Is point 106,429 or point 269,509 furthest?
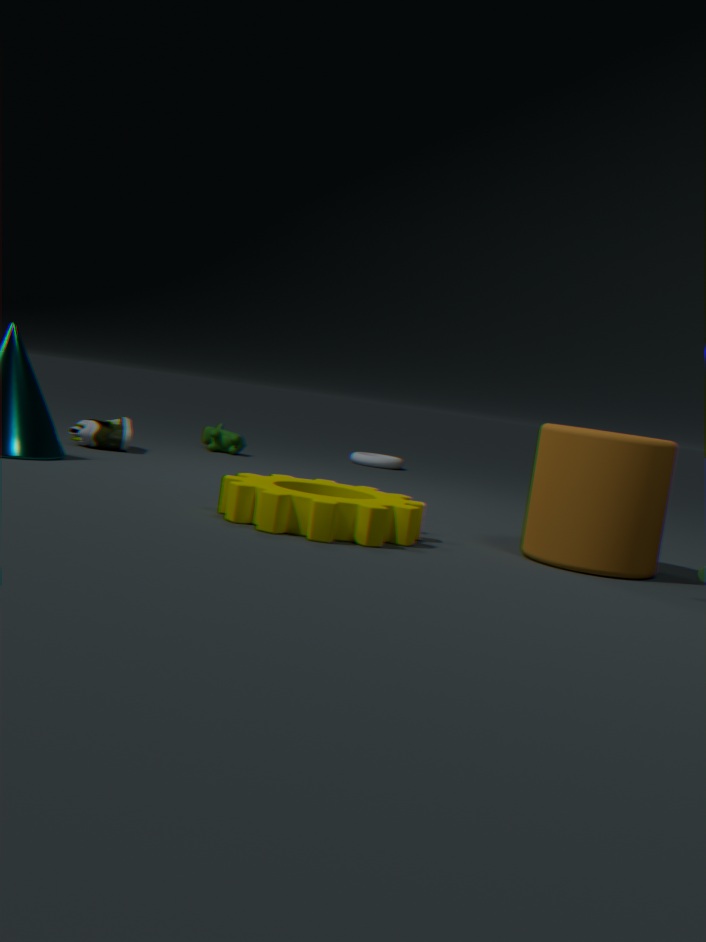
point 106,429
